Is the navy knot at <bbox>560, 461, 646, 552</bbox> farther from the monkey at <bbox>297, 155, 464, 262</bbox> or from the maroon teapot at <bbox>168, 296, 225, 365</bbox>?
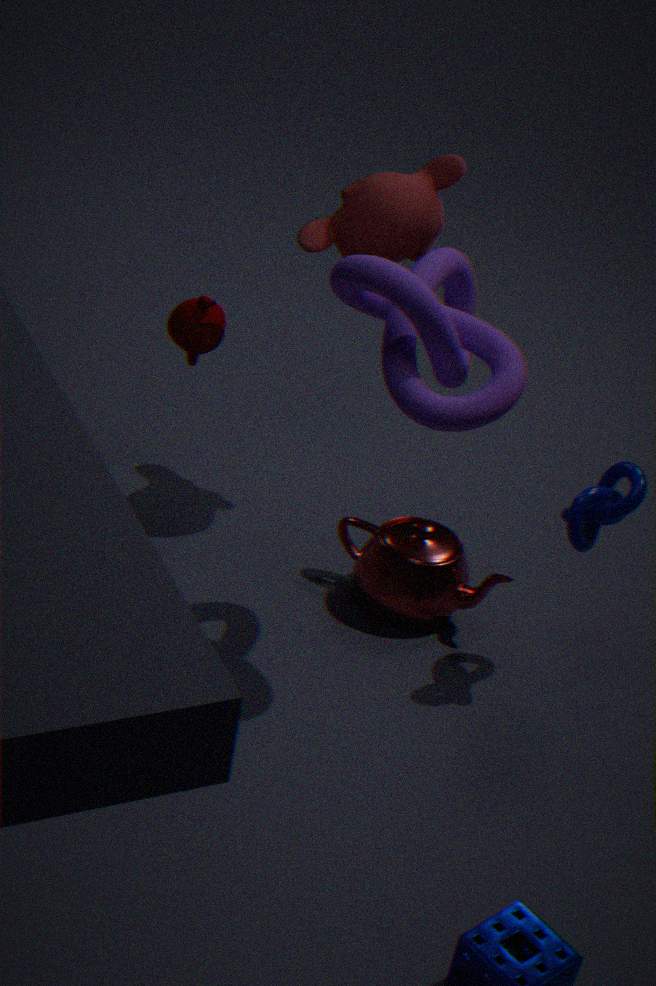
the maroon teapot at <bbox>168, 296, 225, 365</bbox>
